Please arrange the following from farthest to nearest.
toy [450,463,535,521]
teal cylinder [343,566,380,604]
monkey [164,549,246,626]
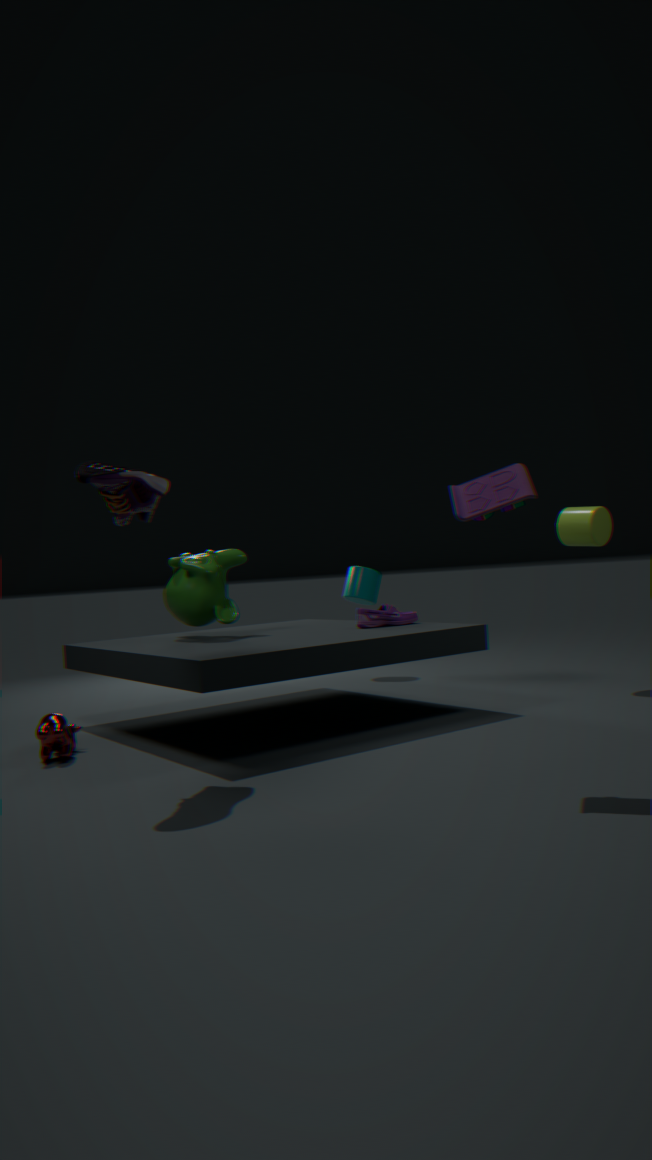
teal cylinder [343,566,380,604], monkey [164,549,246,626], toy [450,463,535,521]
